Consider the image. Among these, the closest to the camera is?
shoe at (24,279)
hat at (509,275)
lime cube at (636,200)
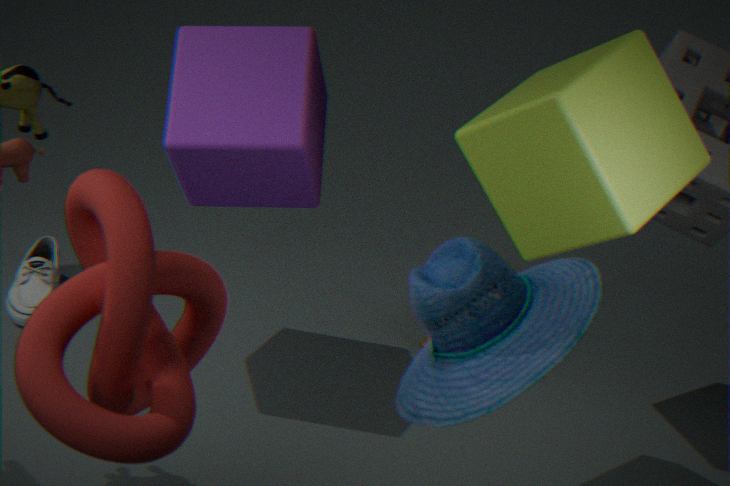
hat at (509,275)
